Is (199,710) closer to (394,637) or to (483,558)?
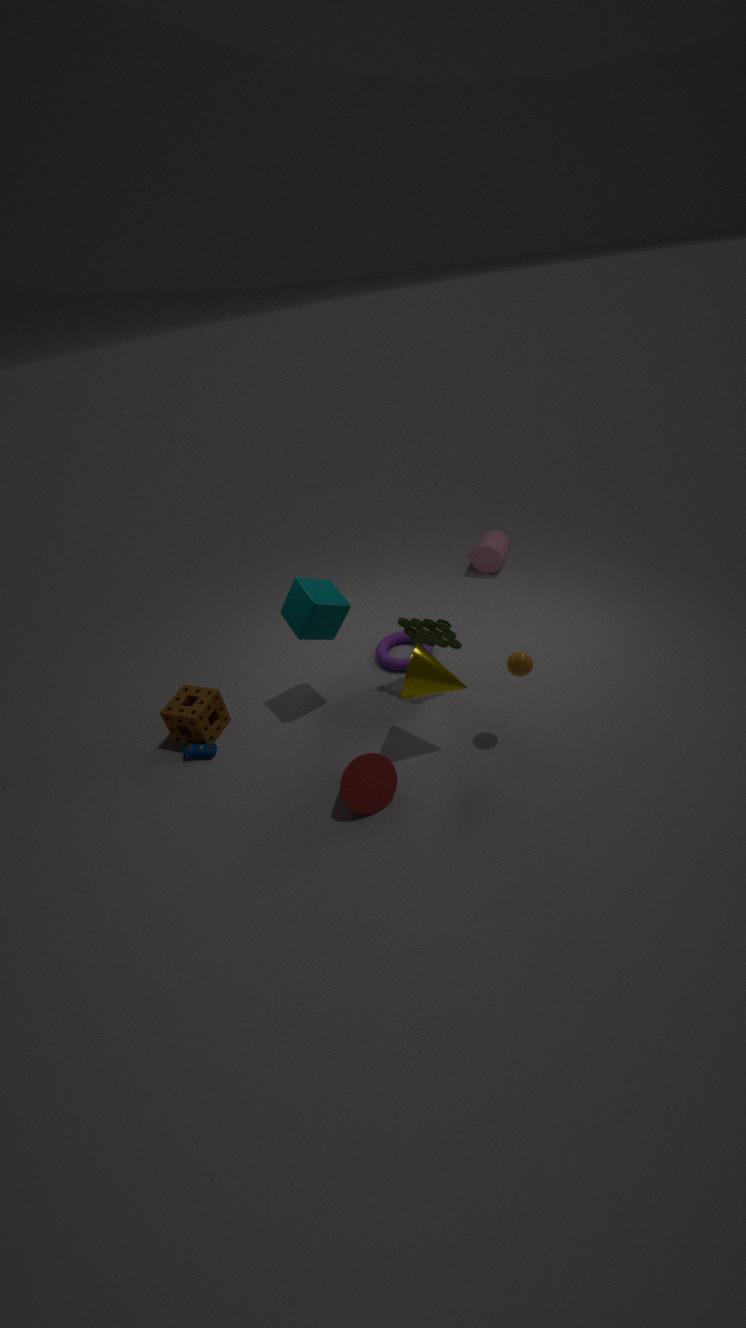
(394,637)
